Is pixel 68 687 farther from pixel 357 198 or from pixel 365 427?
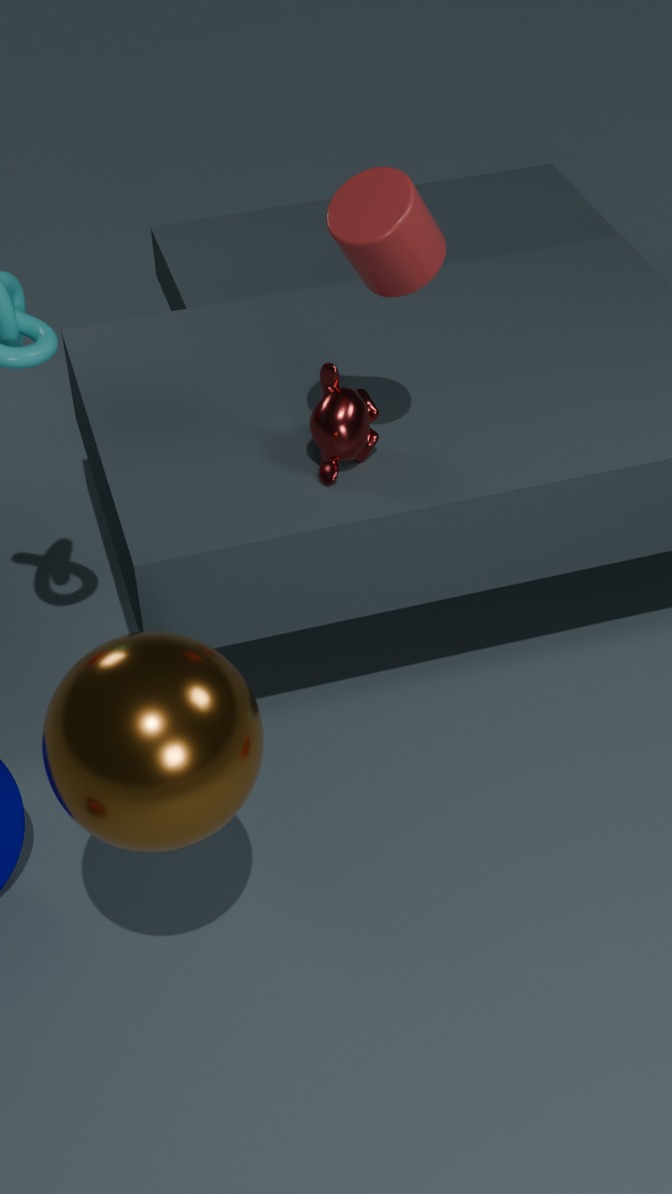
pixel 357 198
